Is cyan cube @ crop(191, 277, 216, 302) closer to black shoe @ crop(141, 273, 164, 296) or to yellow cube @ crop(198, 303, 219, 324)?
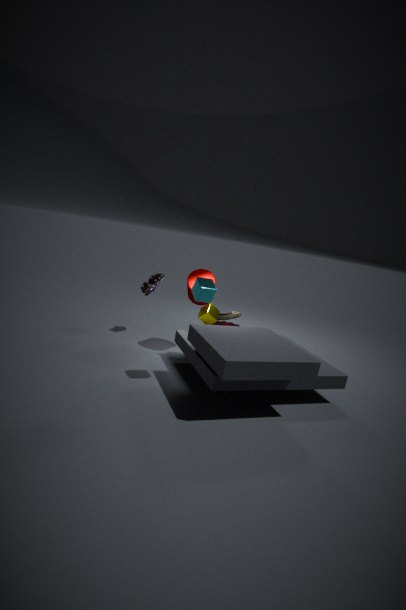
yellow cube @ crop(198, 303, 219, 324)
